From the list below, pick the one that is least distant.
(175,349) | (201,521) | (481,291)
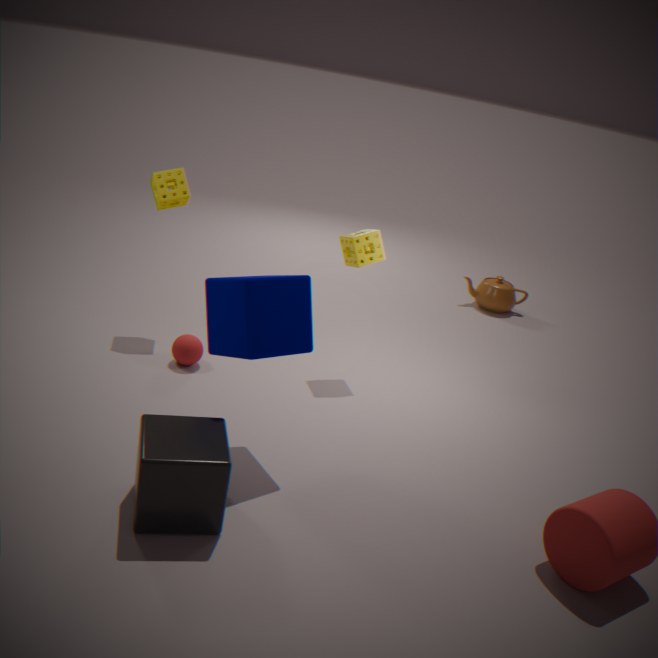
(201,521)
